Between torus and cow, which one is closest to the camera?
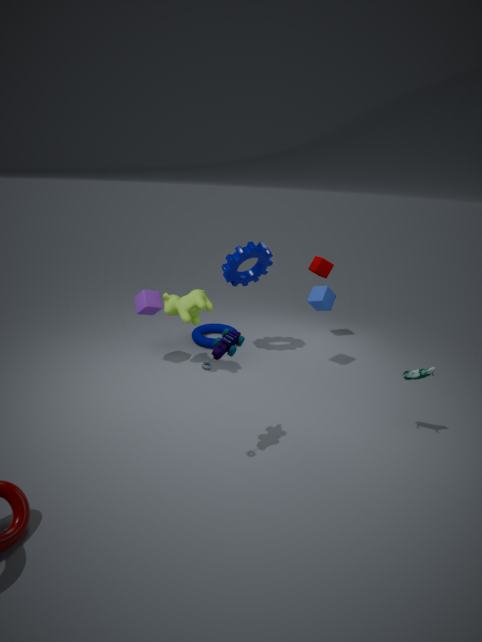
cow
